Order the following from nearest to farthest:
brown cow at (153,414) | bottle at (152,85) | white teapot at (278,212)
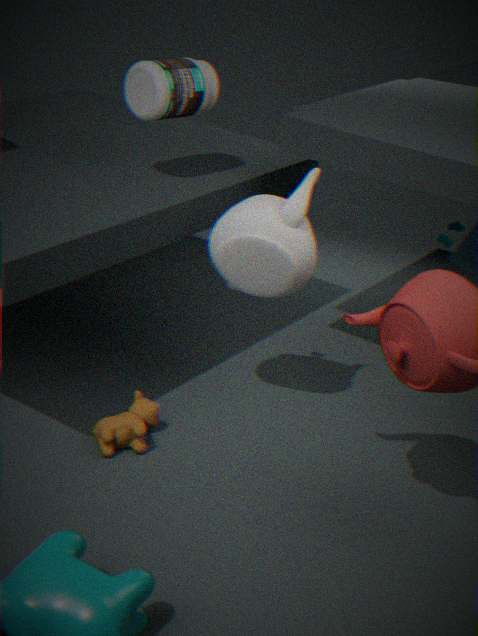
white teapot at (278,212)
brown cow at (153,414)
bottle at (152,85)
